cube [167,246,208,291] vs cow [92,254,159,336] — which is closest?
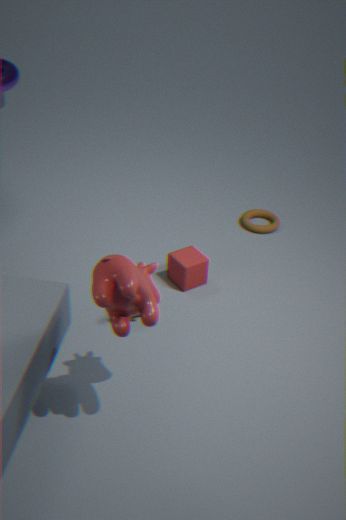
cow [92,254,159,336]
